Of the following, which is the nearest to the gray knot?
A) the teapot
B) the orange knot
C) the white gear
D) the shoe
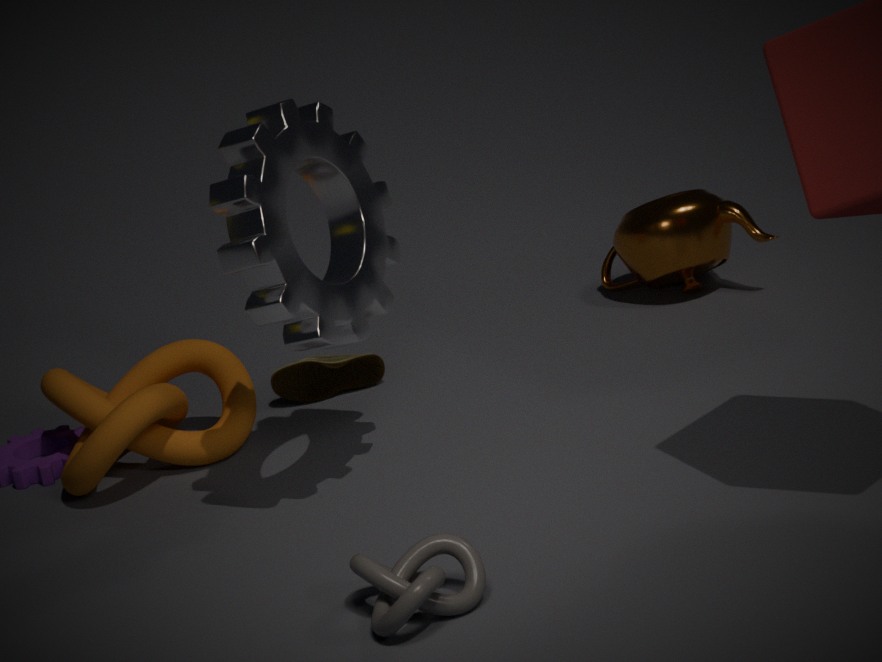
the white gear
